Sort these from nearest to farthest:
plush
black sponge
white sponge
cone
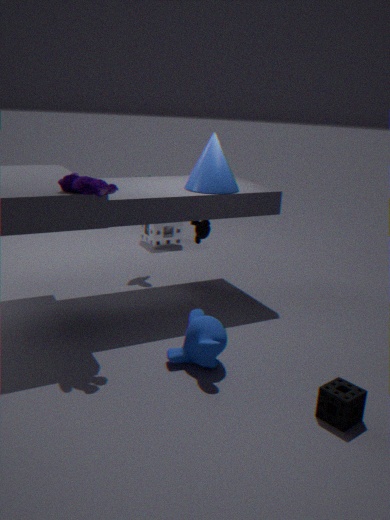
black sponge
plush
cone
white sponge
